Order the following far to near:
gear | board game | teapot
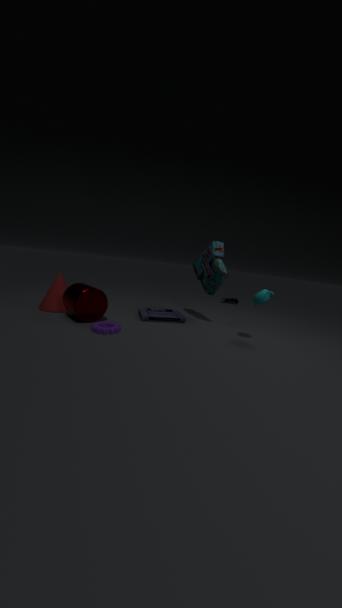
board game → teapot → gear
